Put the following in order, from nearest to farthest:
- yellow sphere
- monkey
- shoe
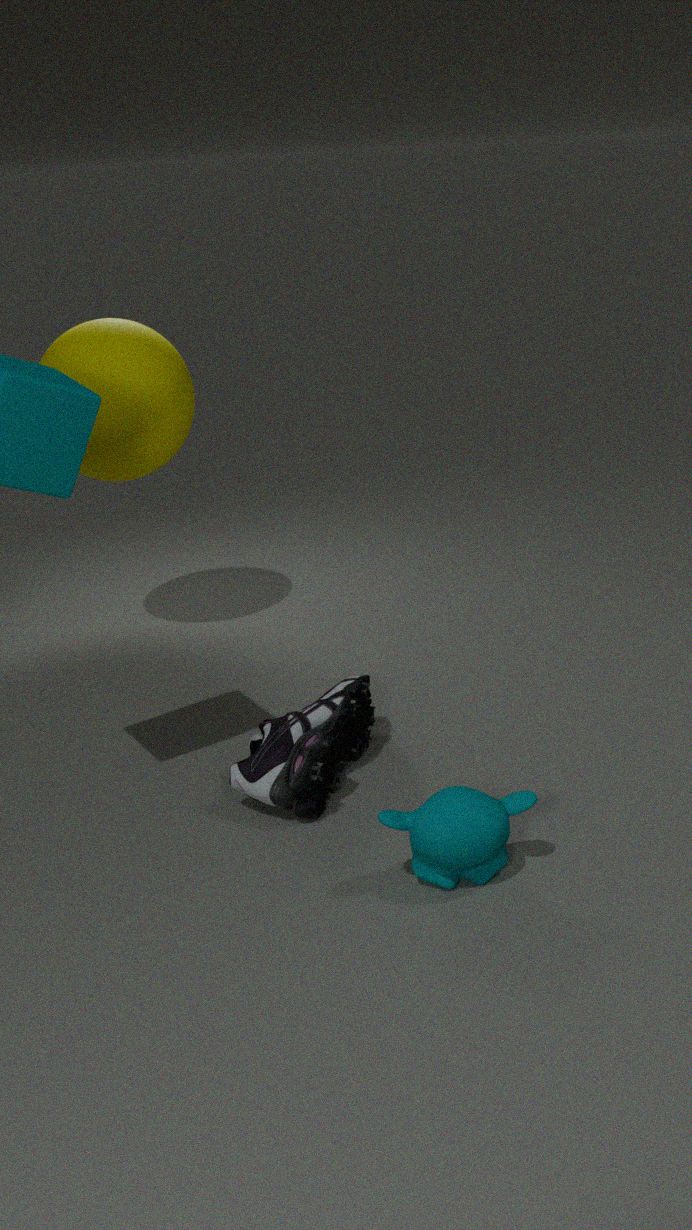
monkey, shoe, yellow sphere
